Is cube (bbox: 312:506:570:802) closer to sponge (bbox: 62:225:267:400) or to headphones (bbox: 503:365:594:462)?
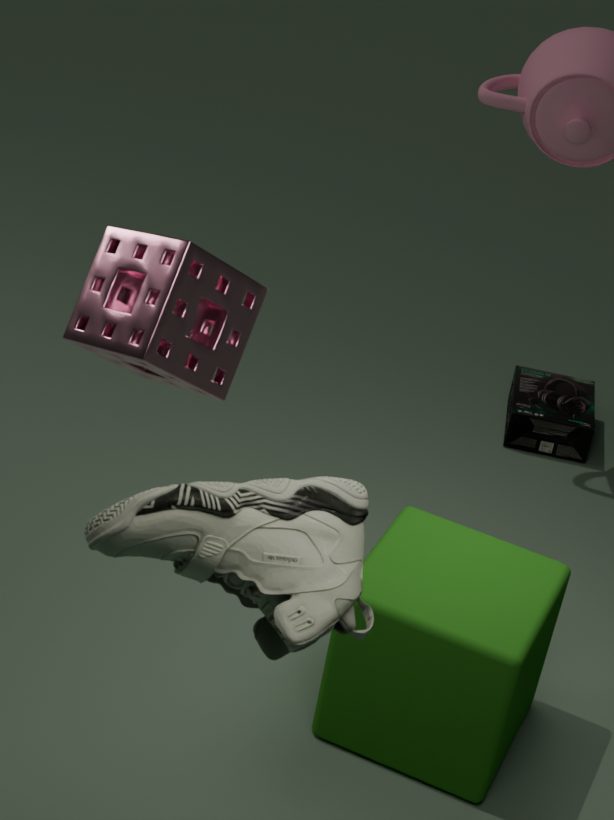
sponge (bbox: 62:225:267:400)
